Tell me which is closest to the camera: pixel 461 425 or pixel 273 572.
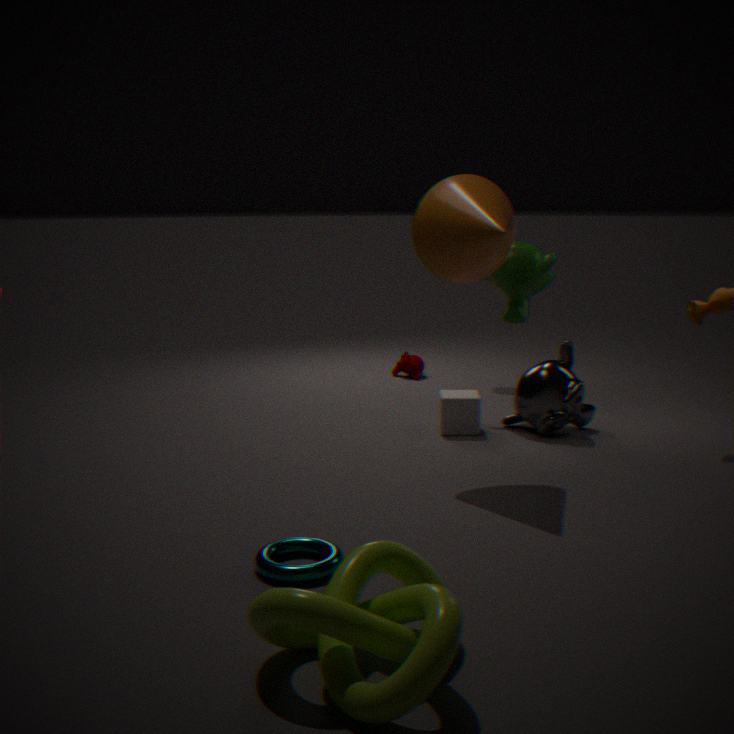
pixel 273 572
